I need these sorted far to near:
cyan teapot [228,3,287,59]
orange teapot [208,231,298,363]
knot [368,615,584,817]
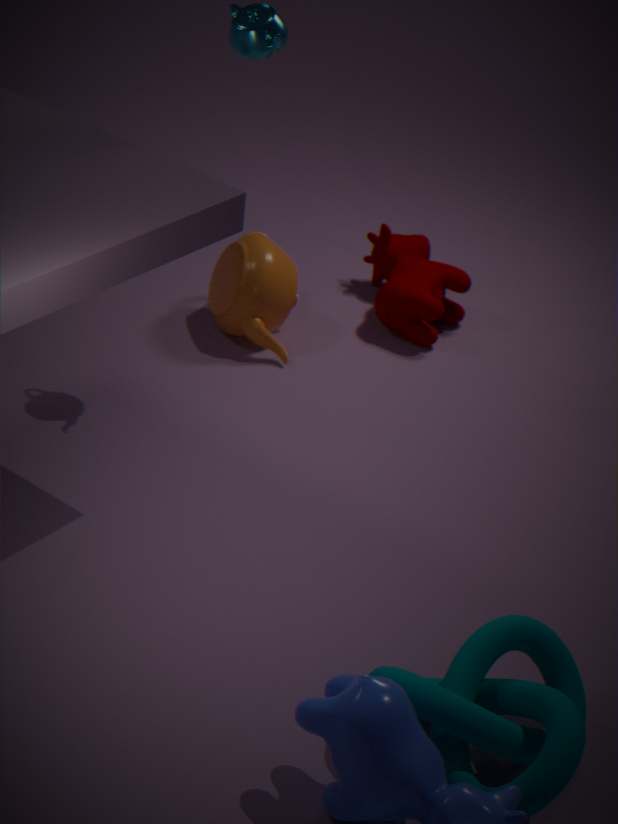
orange teapot [208,231,298,363], cyan teapot [228,3,287,59], knot [368,615,584,817]
